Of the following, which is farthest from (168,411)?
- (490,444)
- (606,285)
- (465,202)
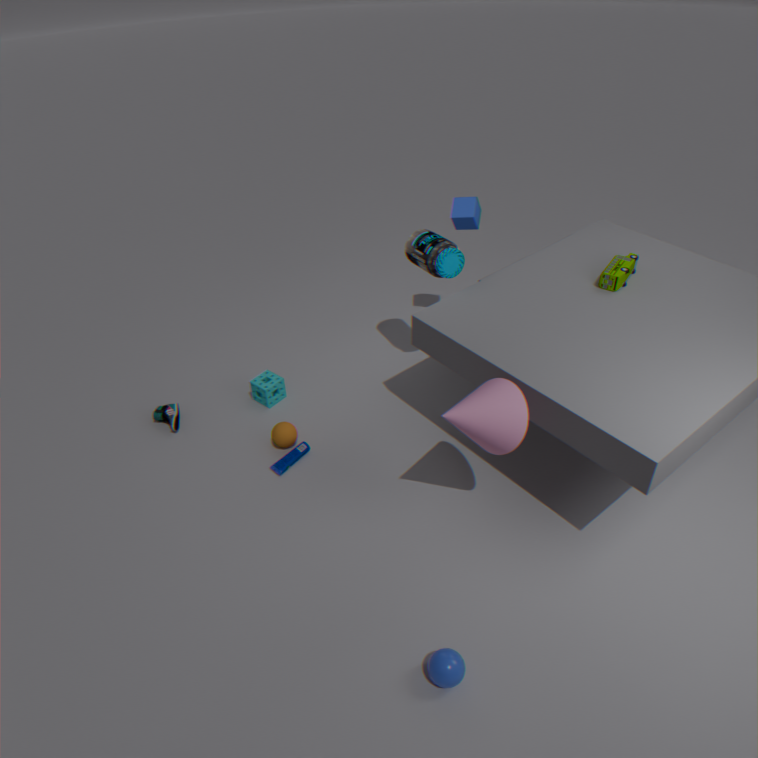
(606,285)
